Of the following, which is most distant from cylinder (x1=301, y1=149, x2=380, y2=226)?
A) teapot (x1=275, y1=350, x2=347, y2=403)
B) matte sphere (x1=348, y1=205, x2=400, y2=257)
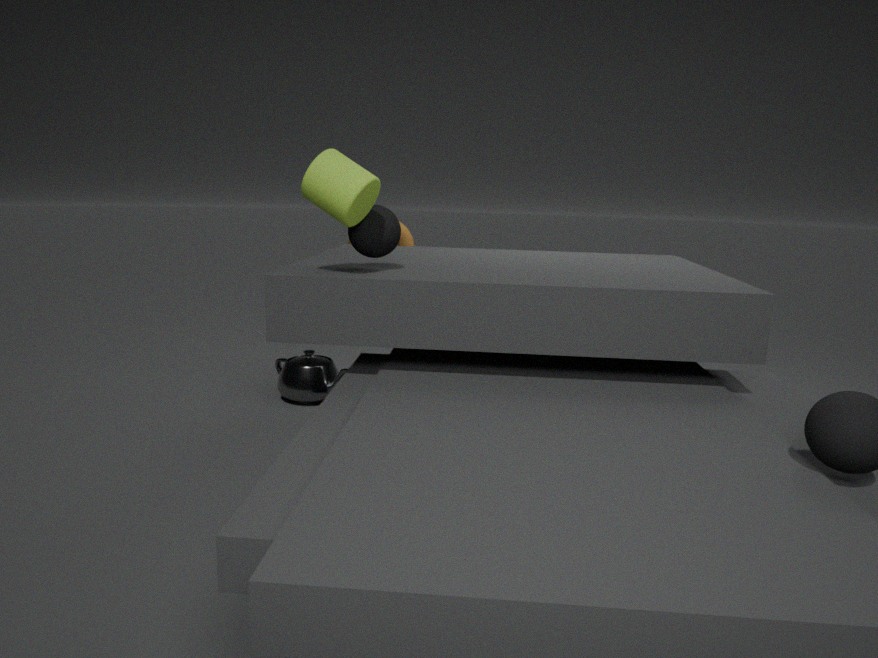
teapot (x1=275, y1=350, x2=347, y2=403)
